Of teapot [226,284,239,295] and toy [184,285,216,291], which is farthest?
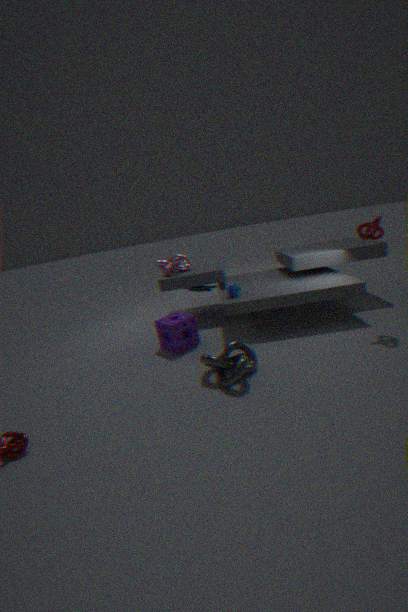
toy [184,285,216,291]
